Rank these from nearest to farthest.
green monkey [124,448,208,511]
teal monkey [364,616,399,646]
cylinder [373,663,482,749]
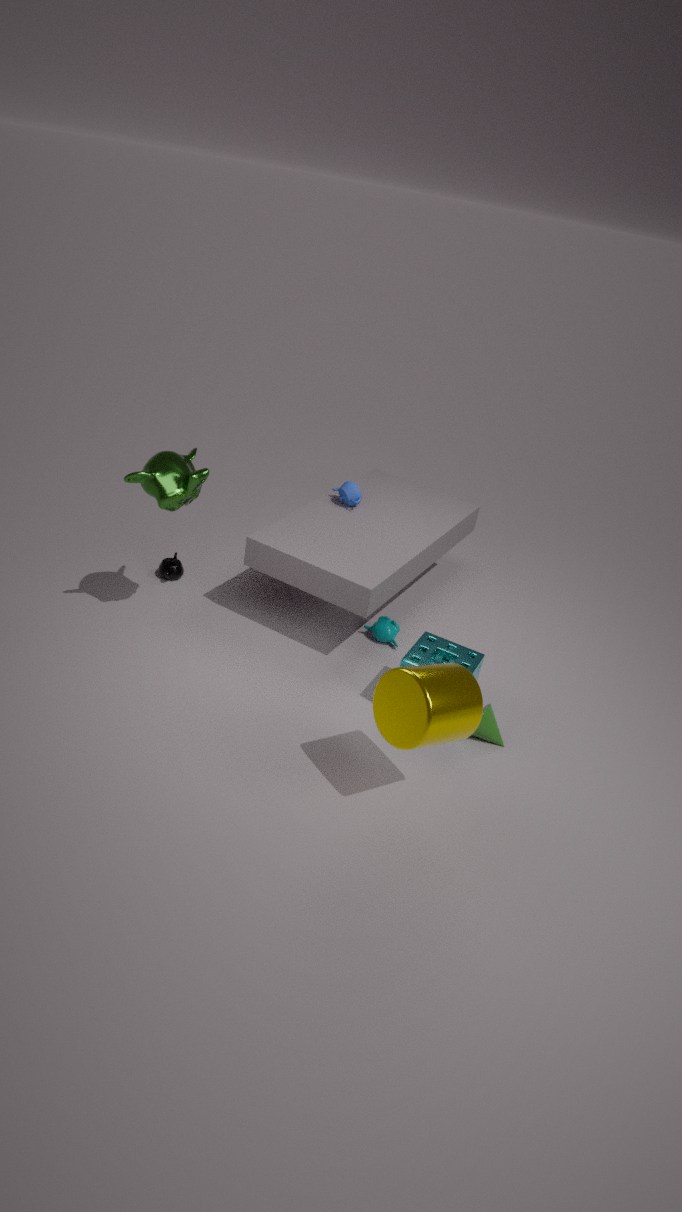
cylinder [373,663,482,749] < green monkey [124,448,208,511] < teal monkey [364,616,399,646]
